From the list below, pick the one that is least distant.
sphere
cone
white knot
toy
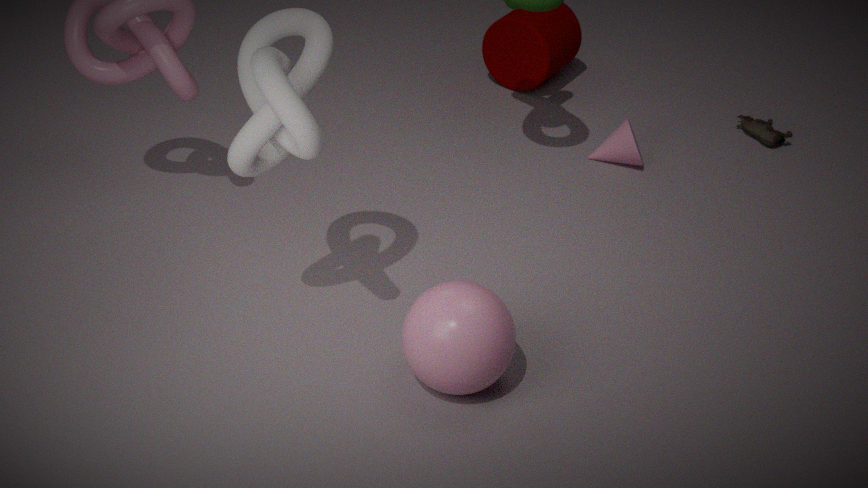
white knot
